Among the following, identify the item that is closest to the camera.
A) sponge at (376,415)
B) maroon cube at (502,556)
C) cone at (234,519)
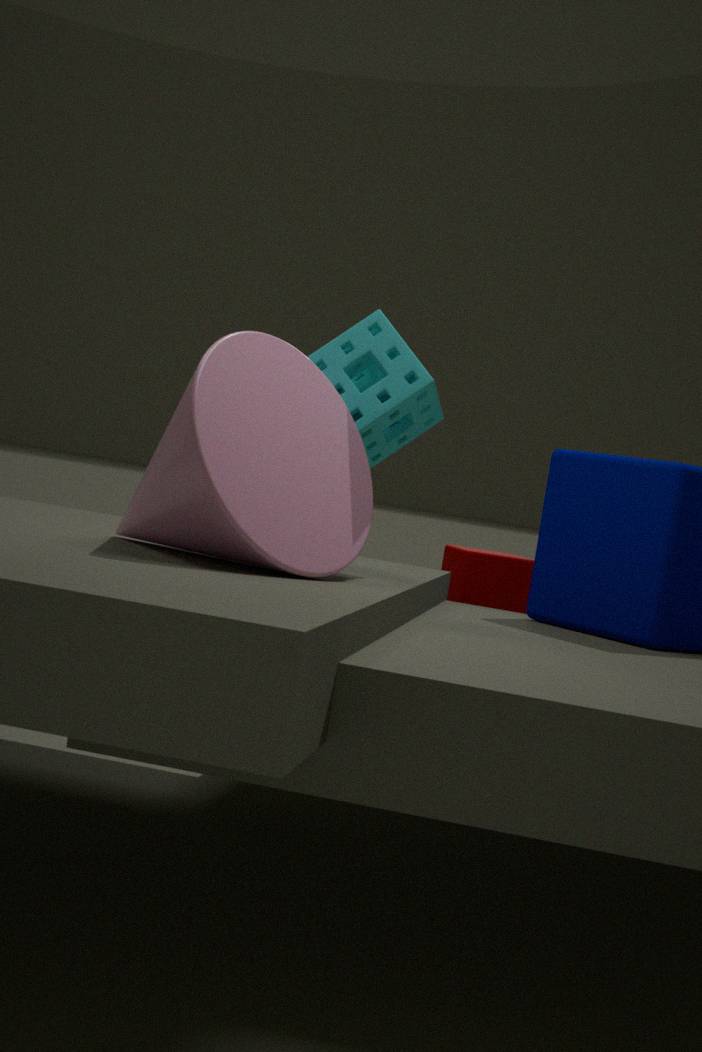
cone at (234,519)
